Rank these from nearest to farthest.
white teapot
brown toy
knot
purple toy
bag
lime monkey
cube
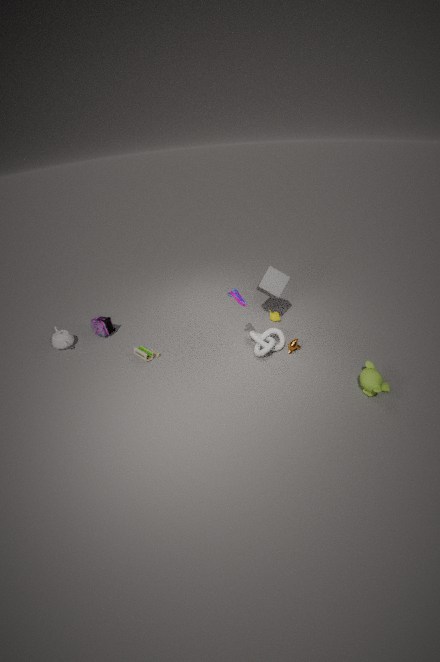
lime monkey < purple toy < knot < brown toy < cube < white teapot < bag
